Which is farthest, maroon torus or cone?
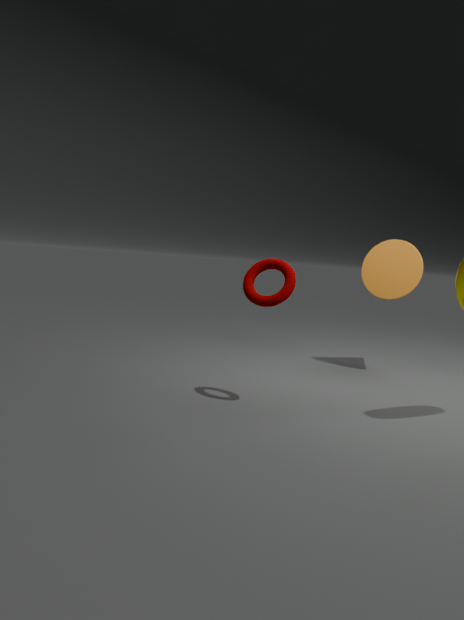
cone
